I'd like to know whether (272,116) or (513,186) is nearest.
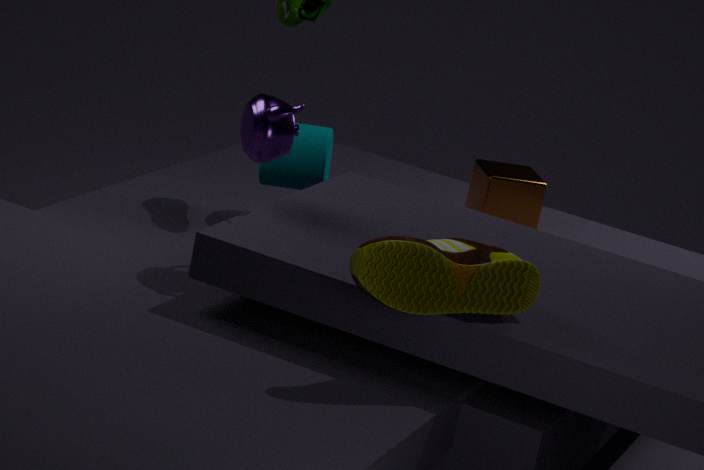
(272,116)
